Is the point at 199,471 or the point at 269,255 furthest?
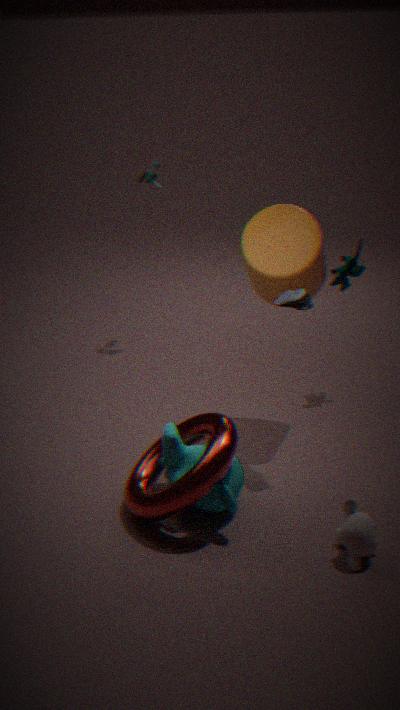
the point at 269,255
